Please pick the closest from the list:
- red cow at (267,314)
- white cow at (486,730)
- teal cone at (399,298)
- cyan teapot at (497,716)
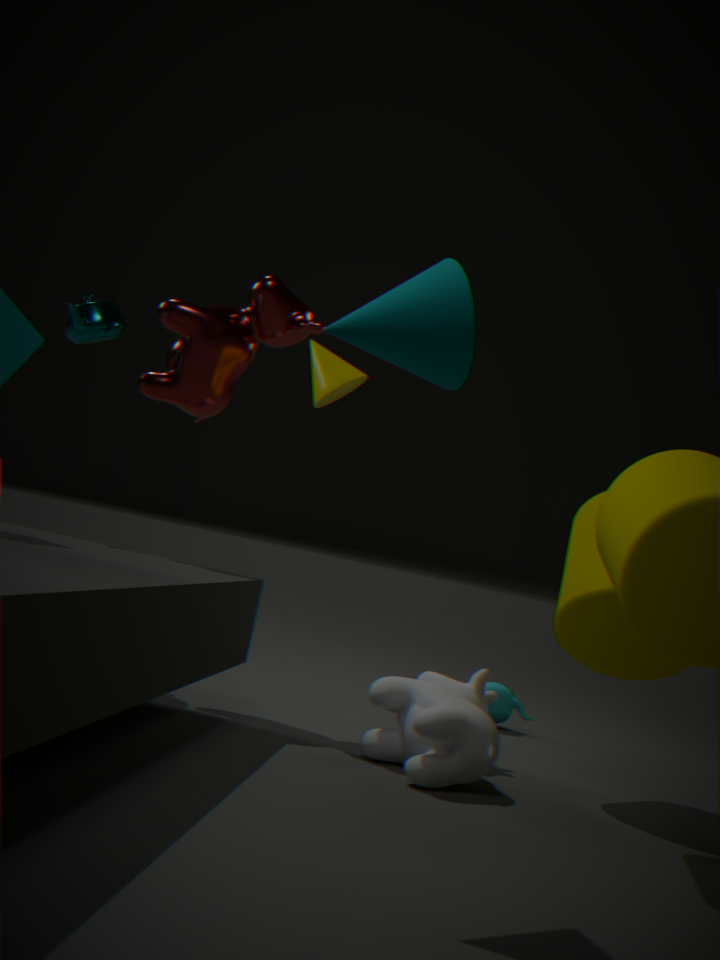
teal cone at (399,298)
